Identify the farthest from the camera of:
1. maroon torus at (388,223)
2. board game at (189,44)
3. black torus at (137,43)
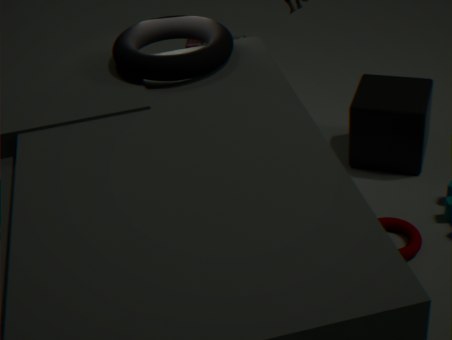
board game at (189,44)
